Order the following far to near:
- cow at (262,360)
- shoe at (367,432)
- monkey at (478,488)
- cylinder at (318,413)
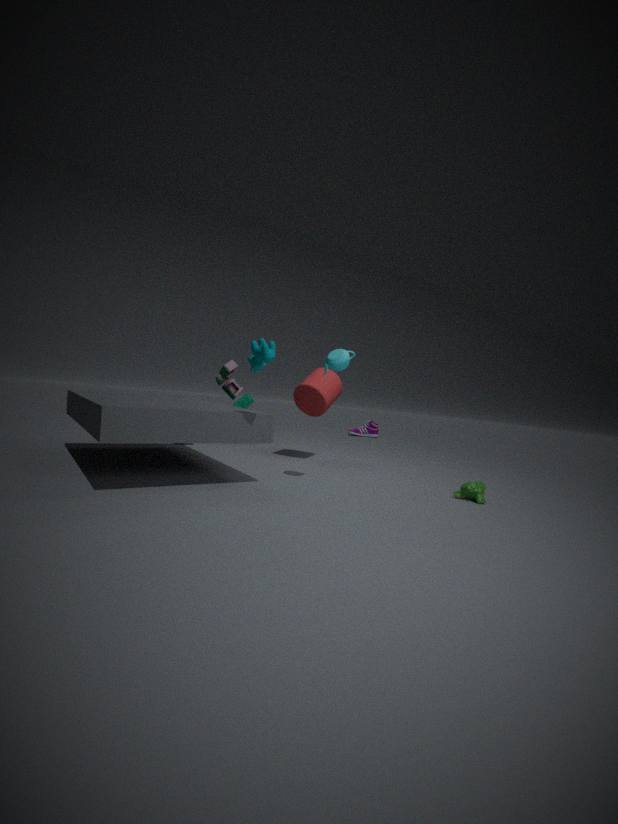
shoe at (367,432), cylinder at (318,413), monkey at (478,488), cow at (262,360)
